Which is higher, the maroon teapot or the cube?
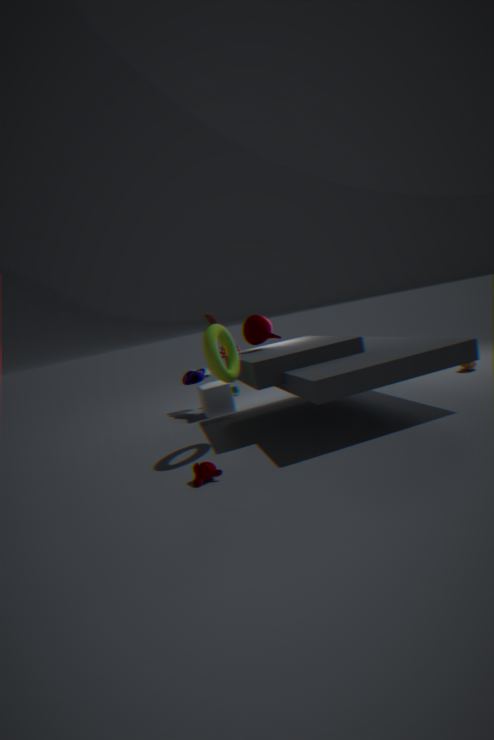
the maroon teapot
